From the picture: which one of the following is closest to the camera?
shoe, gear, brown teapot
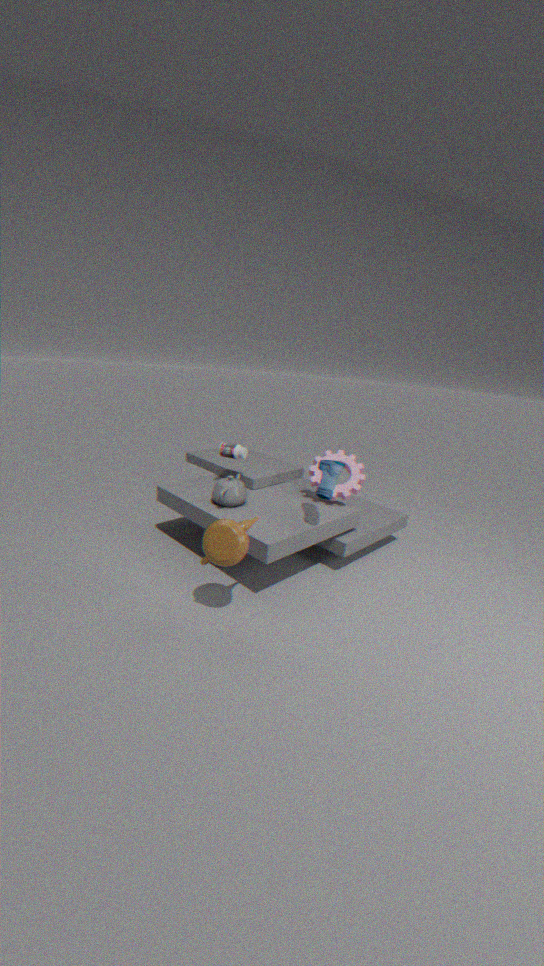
brown teapot
